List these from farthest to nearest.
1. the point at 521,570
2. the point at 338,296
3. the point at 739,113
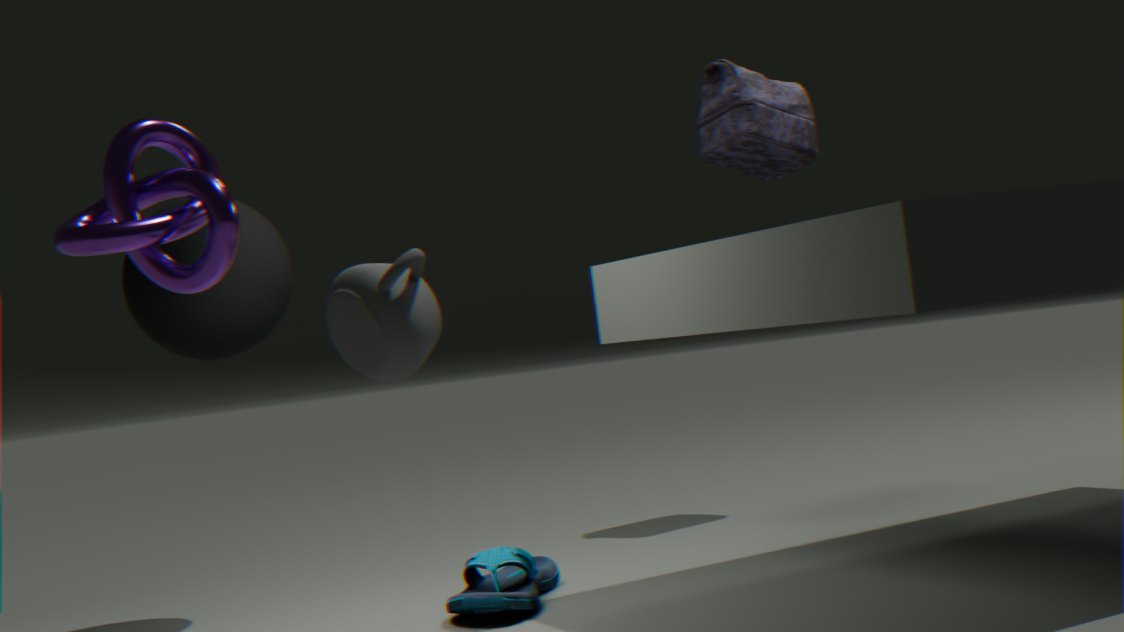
1. the point at 739,113
2. the point at 521,570
3. the point at 338,296
